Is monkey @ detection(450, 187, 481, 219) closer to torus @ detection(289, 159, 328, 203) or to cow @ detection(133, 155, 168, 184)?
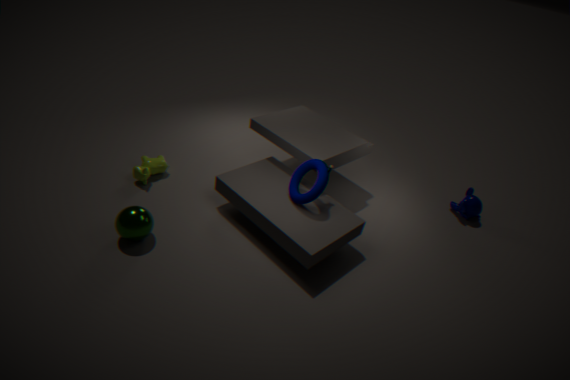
torus @ detection(289, 159, 328, 203)
